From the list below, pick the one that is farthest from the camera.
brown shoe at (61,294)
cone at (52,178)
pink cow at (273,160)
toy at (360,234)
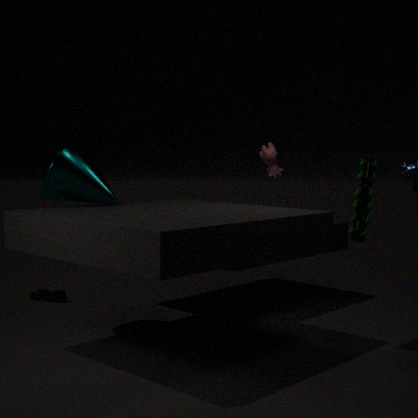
brown shoe at (61,294)
